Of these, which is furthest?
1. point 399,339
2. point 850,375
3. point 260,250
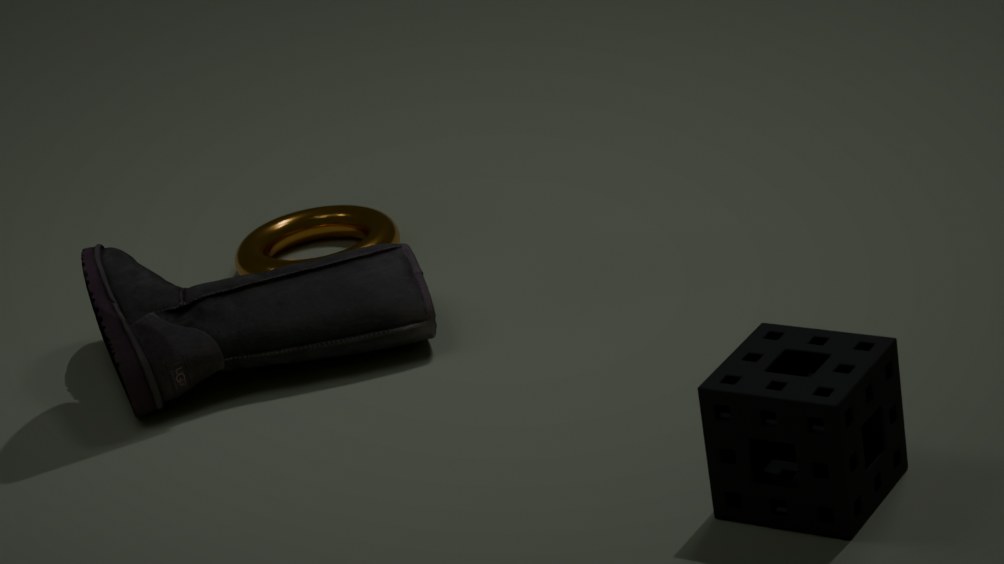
point 260,250
